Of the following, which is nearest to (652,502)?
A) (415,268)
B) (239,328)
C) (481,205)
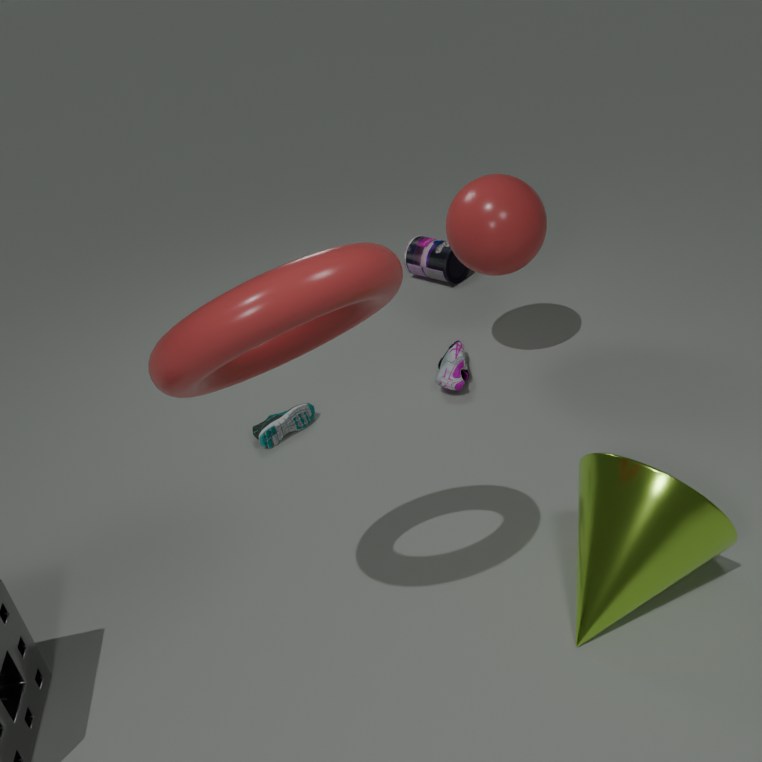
(239,328)
